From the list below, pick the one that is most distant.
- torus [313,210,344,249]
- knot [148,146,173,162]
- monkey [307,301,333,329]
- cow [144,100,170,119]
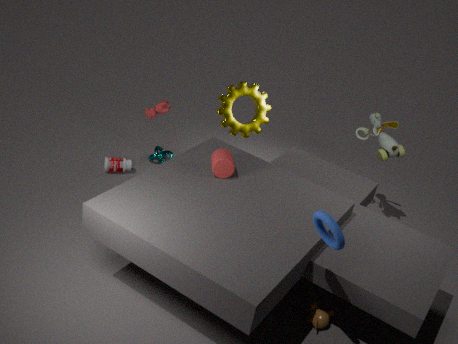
knot [148,146,173,162]
